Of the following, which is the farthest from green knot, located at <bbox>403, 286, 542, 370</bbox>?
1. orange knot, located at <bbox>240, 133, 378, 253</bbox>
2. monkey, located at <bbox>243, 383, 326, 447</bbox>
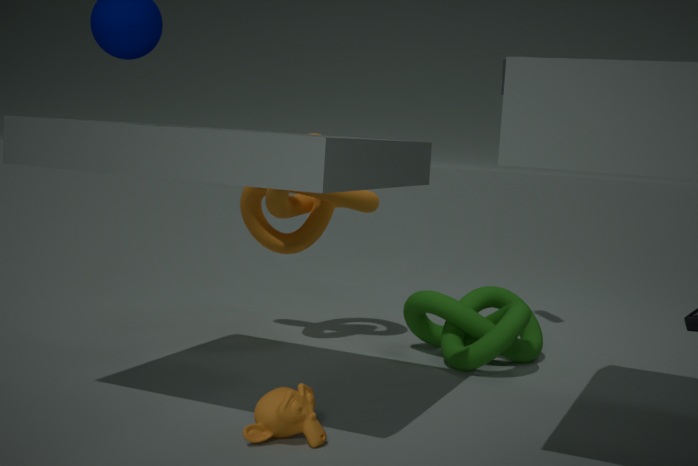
monkey, located at <bbox>243, 383, 326, 447</bbox>
